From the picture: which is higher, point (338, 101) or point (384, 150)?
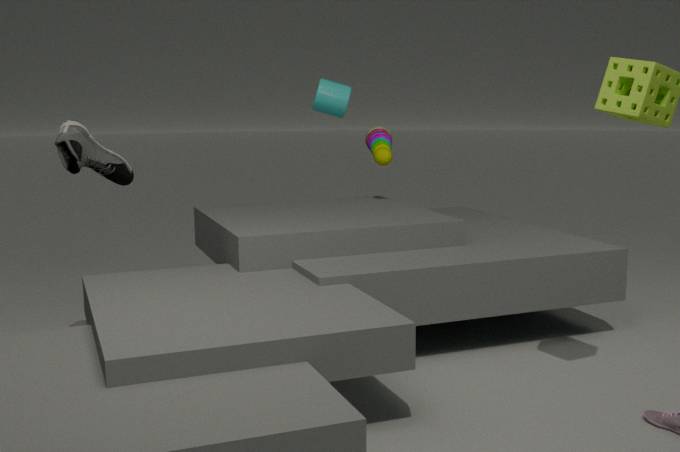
point (338, 101)
